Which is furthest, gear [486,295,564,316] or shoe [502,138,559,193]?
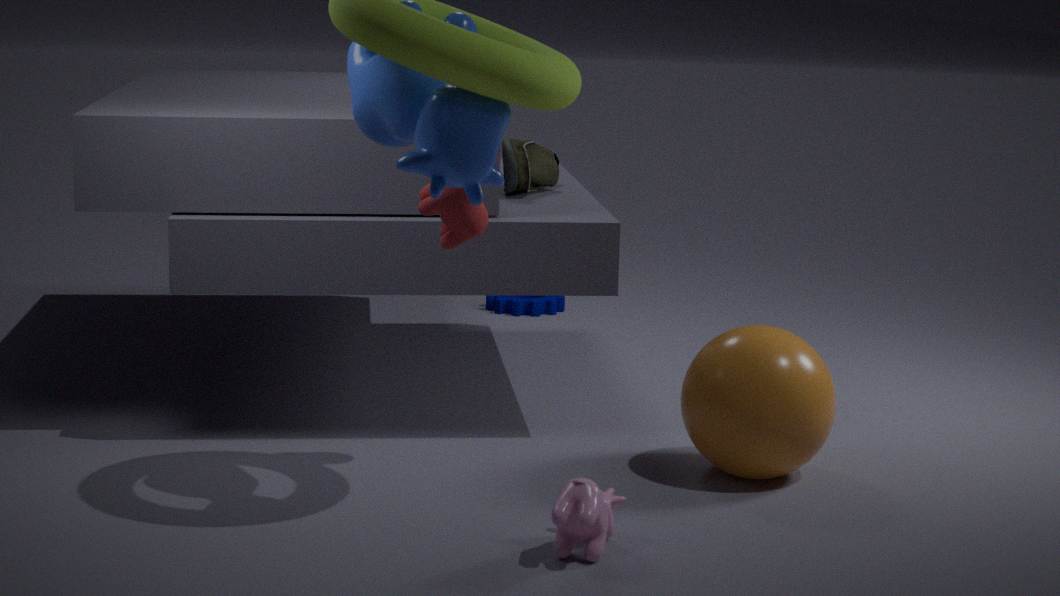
gear [486,295,564,316]
